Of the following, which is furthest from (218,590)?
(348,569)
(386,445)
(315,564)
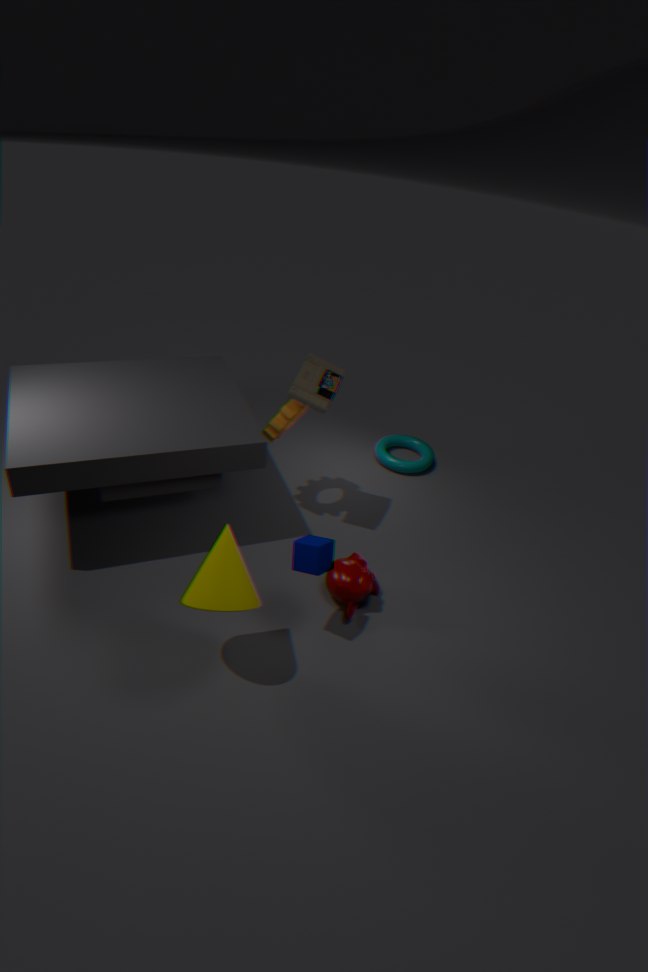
(386,445)
